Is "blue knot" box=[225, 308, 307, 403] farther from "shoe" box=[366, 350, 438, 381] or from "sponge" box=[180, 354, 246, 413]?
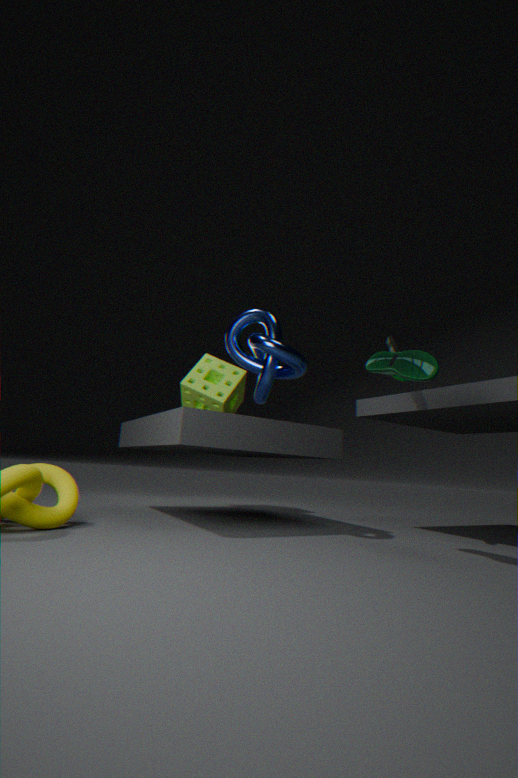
"sponge" box=[180, 354, 246, 413]
